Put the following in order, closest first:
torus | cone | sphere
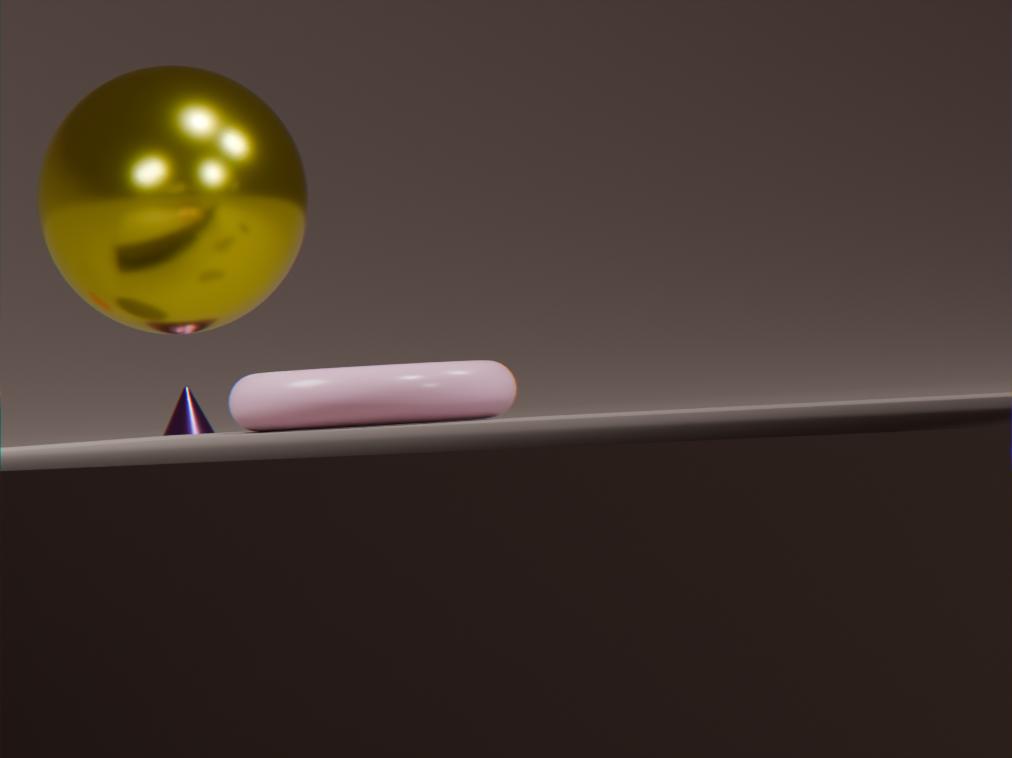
torus < sphere < cone
